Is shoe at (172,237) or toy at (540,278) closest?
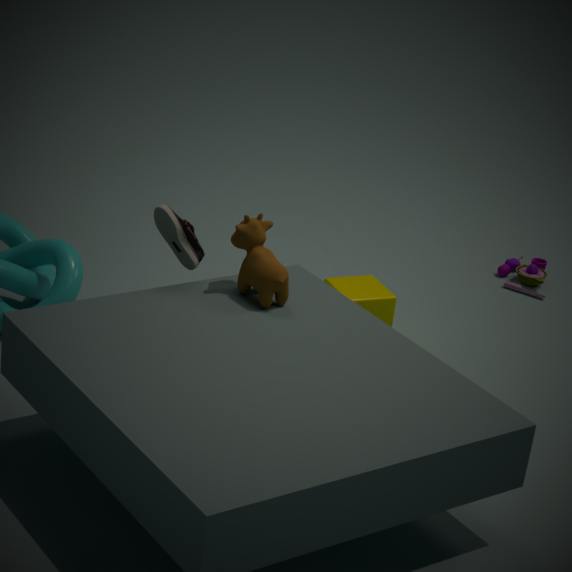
shoe at (172,237)
